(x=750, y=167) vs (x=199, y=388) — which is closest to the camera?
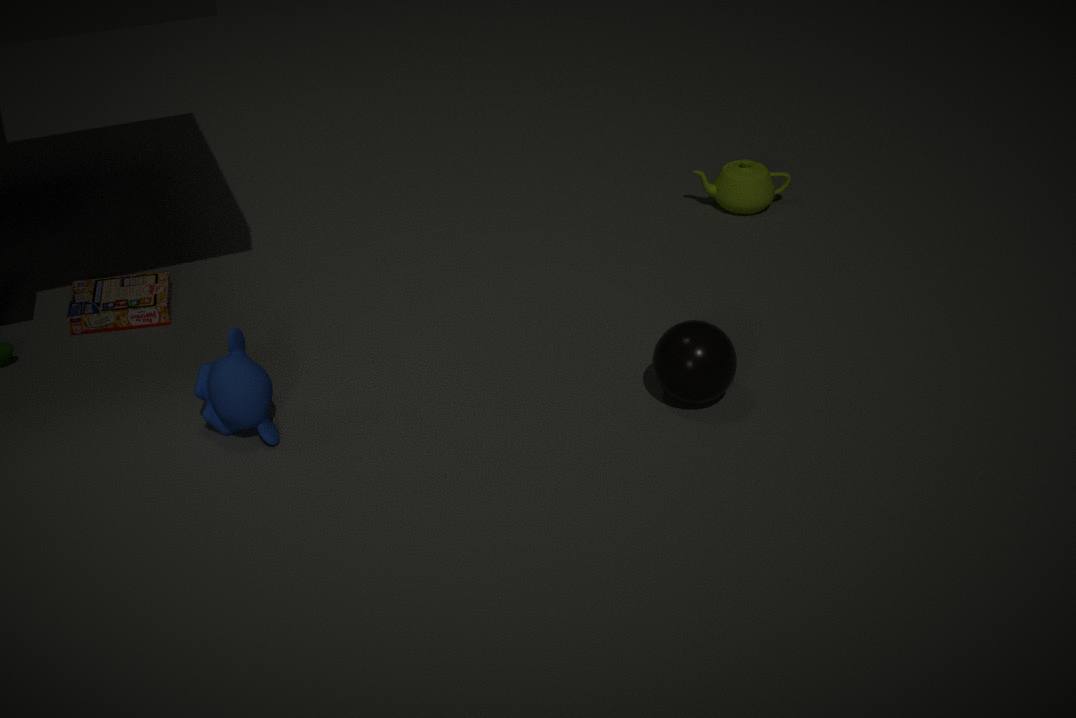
(x=199, y=388)
